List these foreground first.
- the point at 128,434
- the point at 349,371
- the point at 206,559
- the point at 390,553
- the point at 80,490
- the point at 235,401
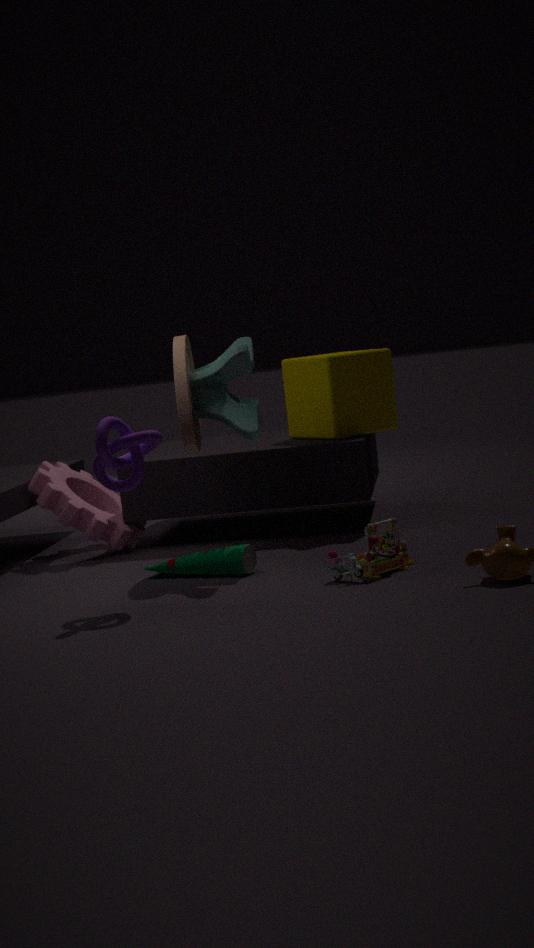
the point at 128,434 < the point at 390,553 < the point at 206,559 < the point at 235,401 < the point at 349,371 < the point at 80,490
